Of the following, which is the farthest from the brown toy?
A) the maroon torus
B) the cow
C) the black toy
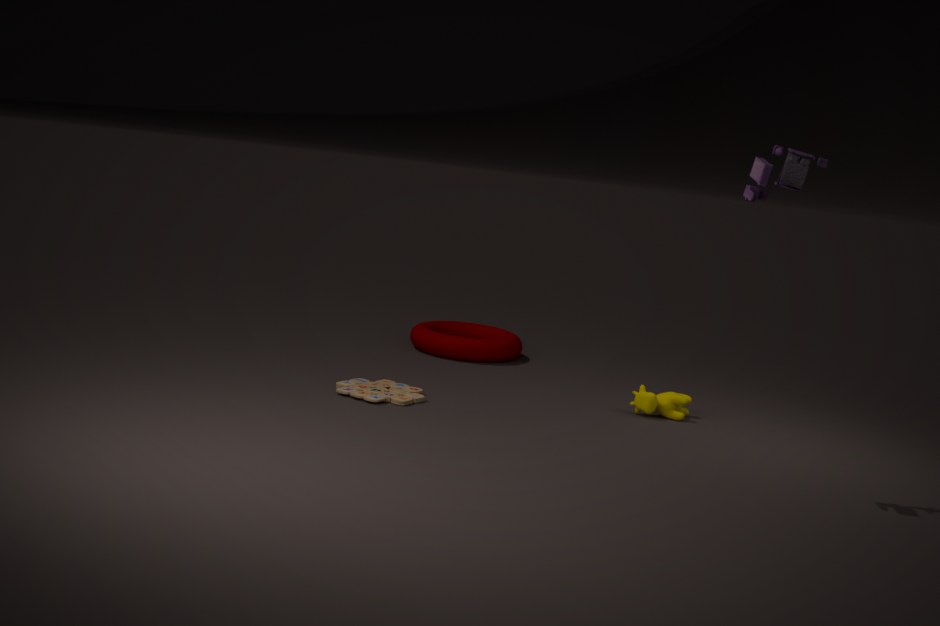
the black toy
